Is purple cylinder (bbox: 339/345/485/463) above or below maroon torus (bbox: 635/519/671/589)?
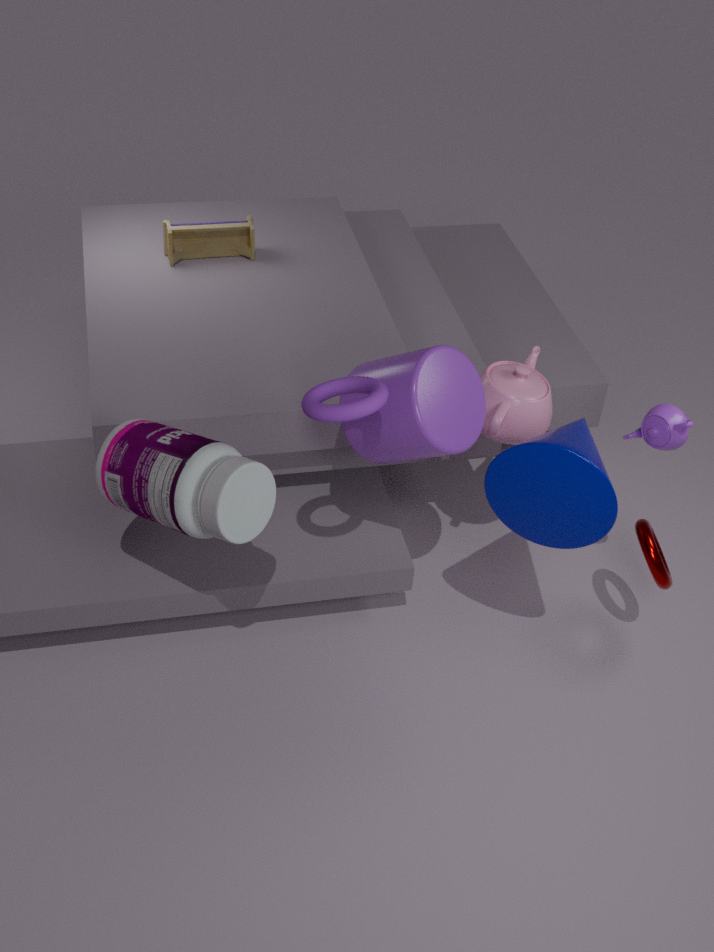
above
